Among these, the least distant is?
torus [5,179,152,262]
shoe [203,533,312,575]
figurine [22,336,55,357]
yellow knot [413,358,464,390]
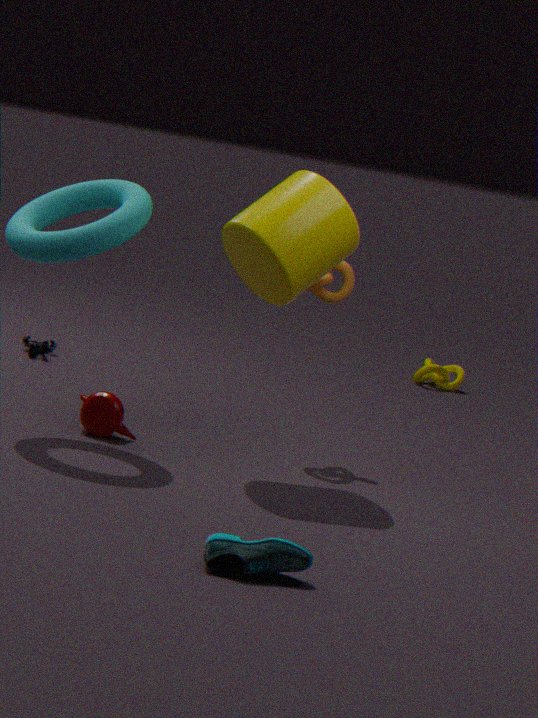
shoe [203,533,312,575]
